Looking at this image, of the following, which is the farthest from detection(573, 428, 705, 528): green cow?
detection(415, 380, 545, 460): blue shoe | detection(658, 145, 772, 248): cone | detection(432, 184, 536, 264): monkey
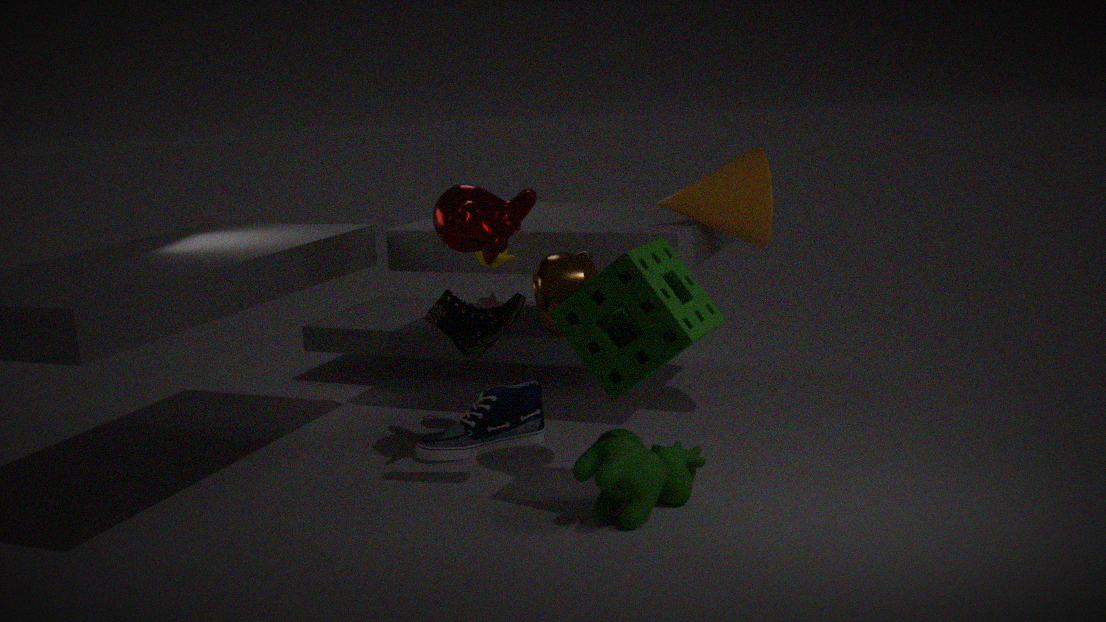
detection(658, 145, 772, 248): cone
